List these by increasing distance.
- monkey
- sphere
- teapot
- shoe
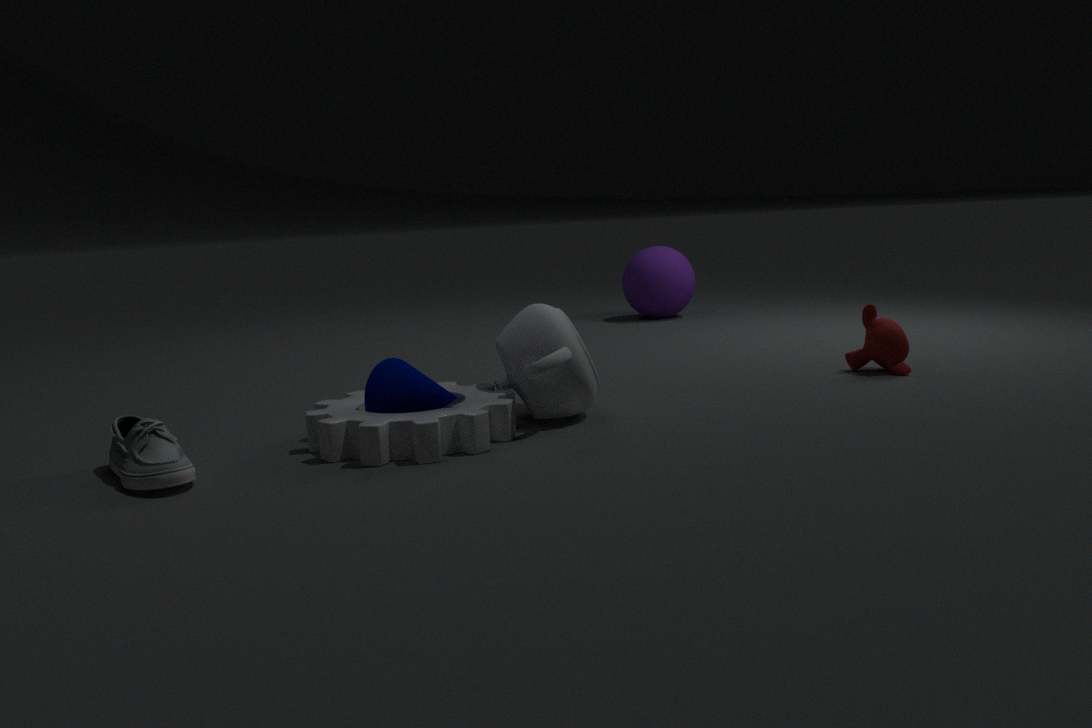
shoe
teapot
monkey
sphere
